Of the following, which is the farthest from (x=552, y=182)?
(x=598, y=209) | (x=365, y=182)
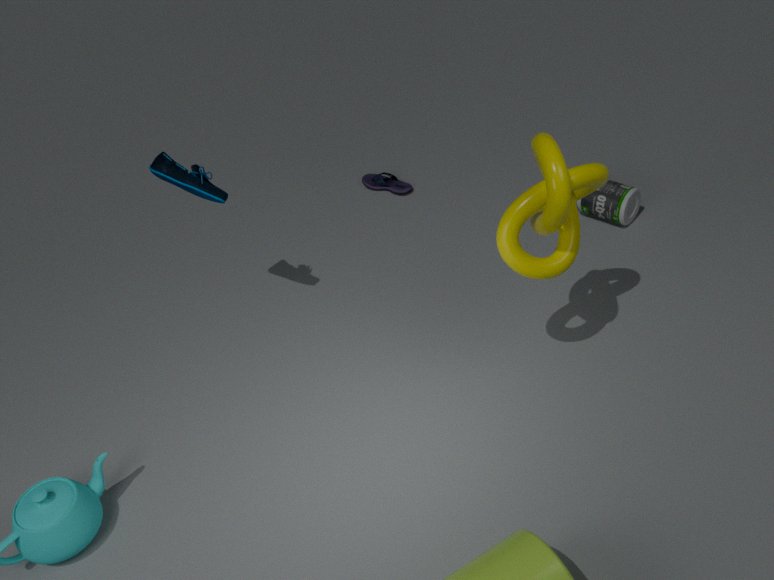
(x=365, y=182)
